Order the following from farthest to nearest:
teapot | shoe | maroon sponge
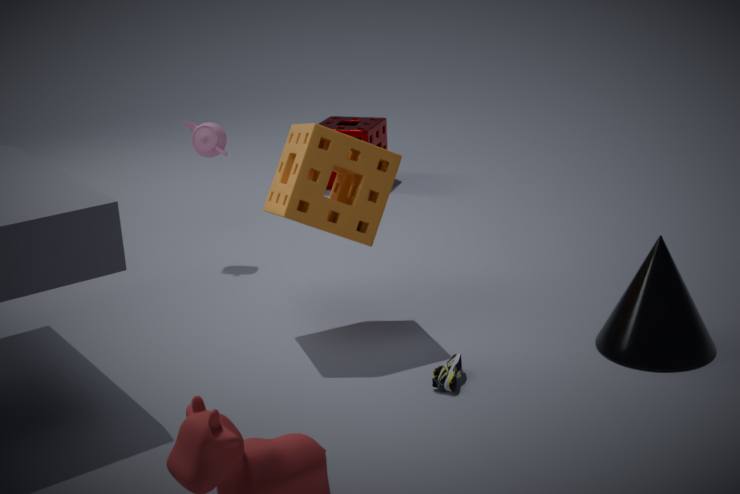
1. maroon sponge
2. teapot
3. shoe
